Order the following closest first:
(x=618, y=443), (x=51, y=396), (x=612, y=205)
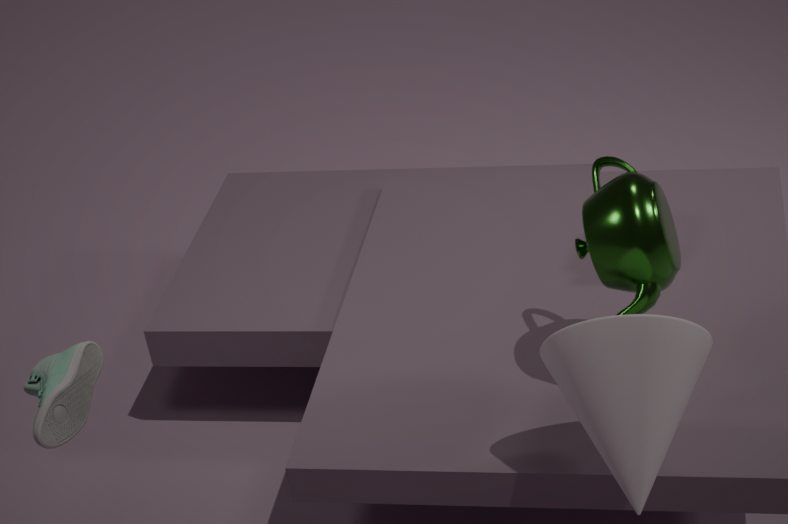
(x=618, y=443) < (x=51, y=396) < (x=612, y=205)
